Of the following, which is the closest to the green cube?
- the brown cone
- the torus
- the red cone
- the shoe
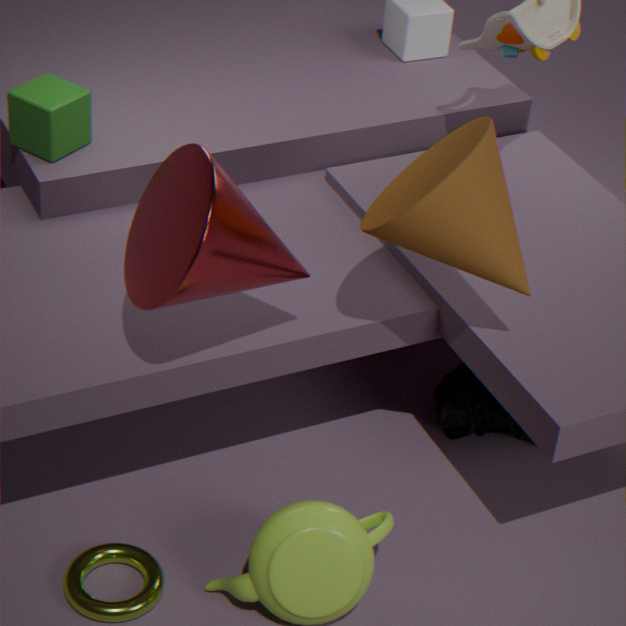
the red cone
